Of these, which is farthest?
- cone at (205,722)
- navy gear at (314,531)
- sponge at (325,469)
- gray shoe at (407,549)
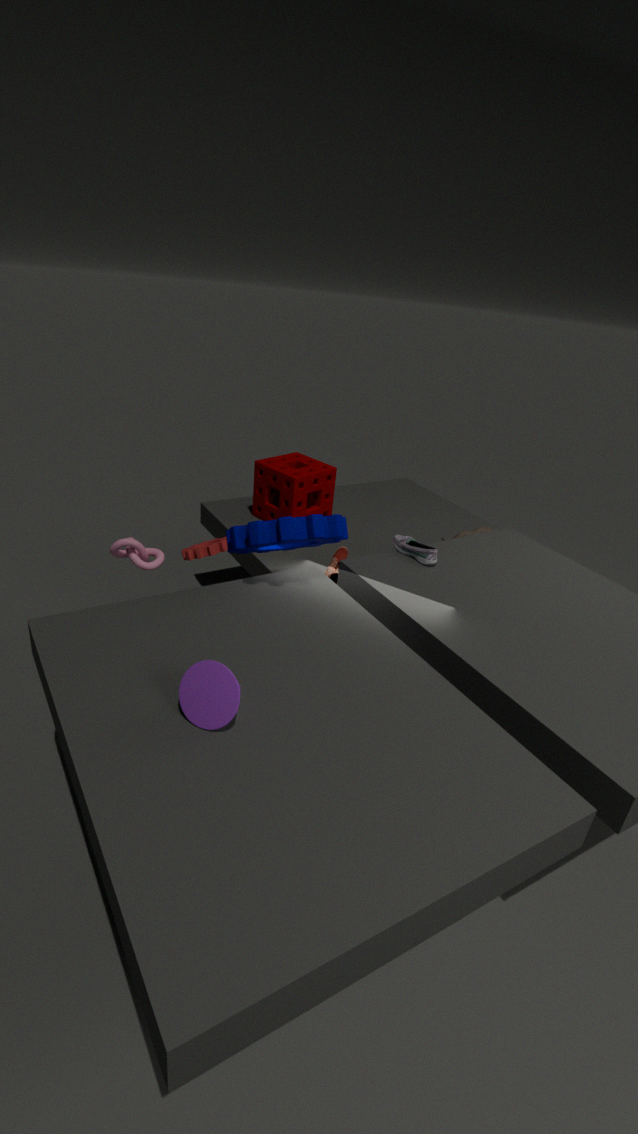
sponge at (325,469)
